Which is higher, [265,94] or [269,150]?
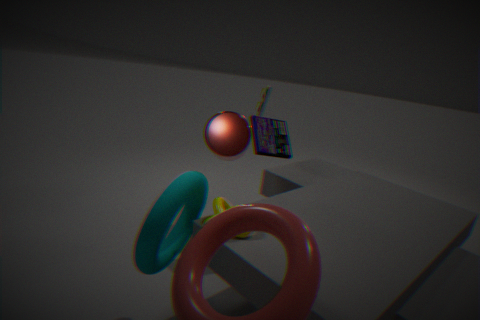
[265,94]
